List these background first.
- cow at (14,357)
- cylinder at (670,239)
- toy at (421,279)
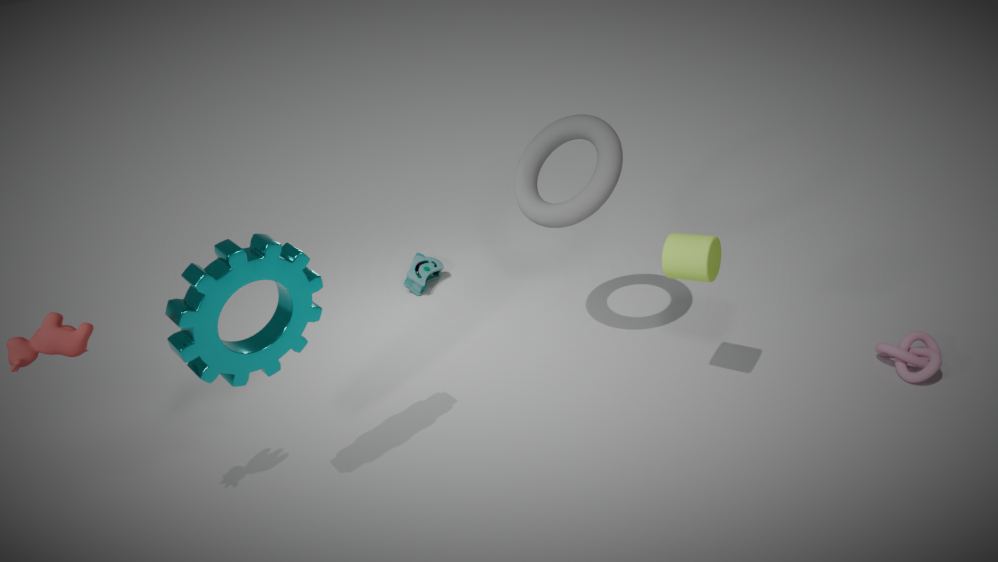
toy at (421,279), cylinder at (670,239), cow at (14,357)
